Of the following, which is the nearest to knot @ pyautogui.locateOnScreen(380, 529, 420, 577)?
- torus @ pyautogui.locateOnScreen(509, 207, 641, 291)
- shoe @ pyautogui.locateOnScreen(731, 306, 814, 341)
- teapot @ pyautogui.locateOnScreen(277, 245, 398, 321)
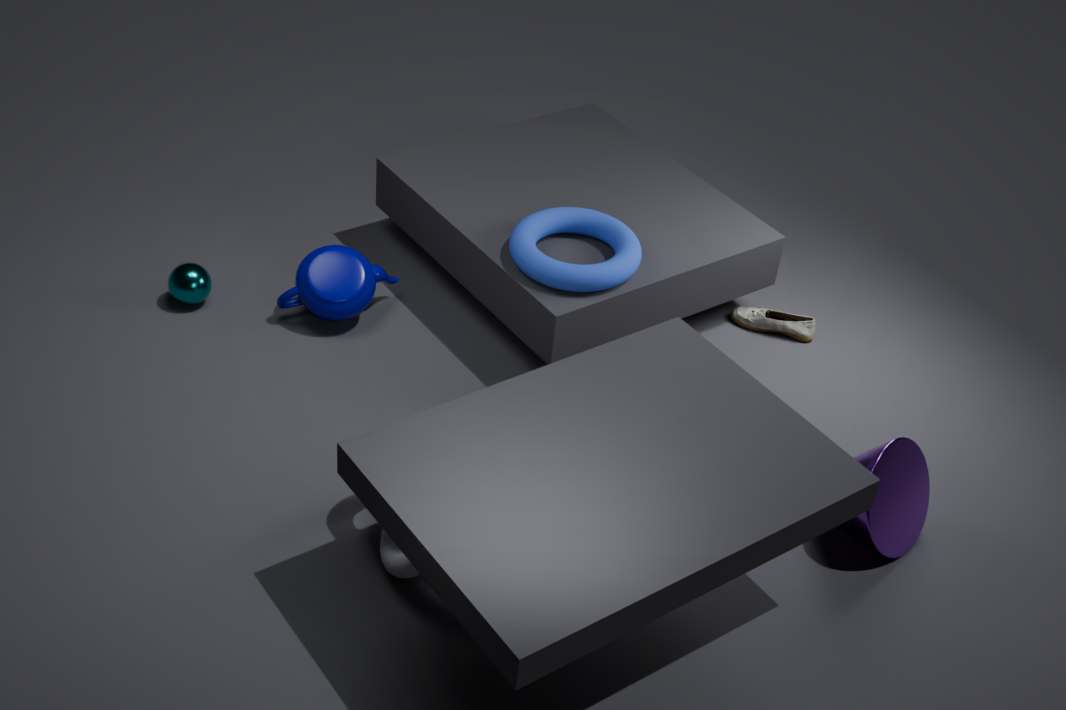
torus @ pyautogui.locateOnScreen(509, 207, 641, 291)
